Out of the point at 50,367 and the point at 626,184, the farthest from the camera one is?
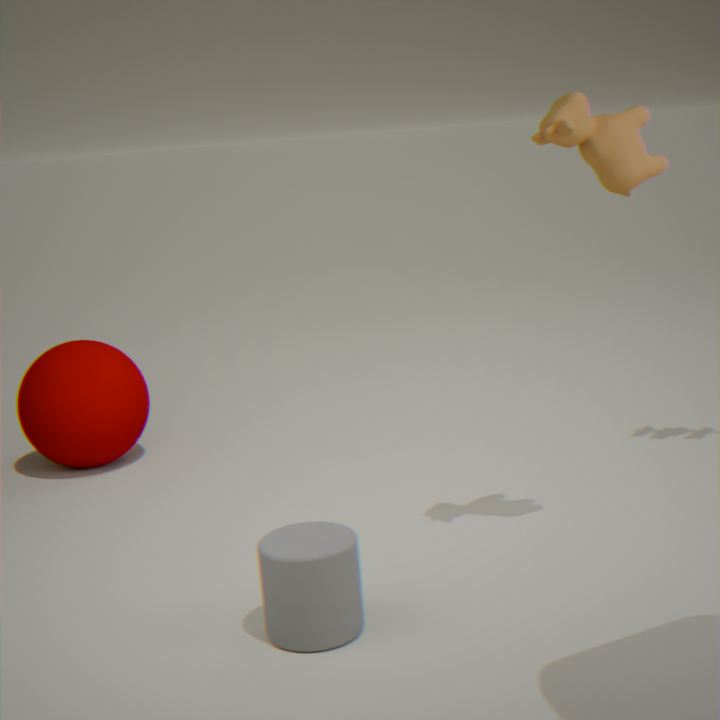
the point at 50,367
